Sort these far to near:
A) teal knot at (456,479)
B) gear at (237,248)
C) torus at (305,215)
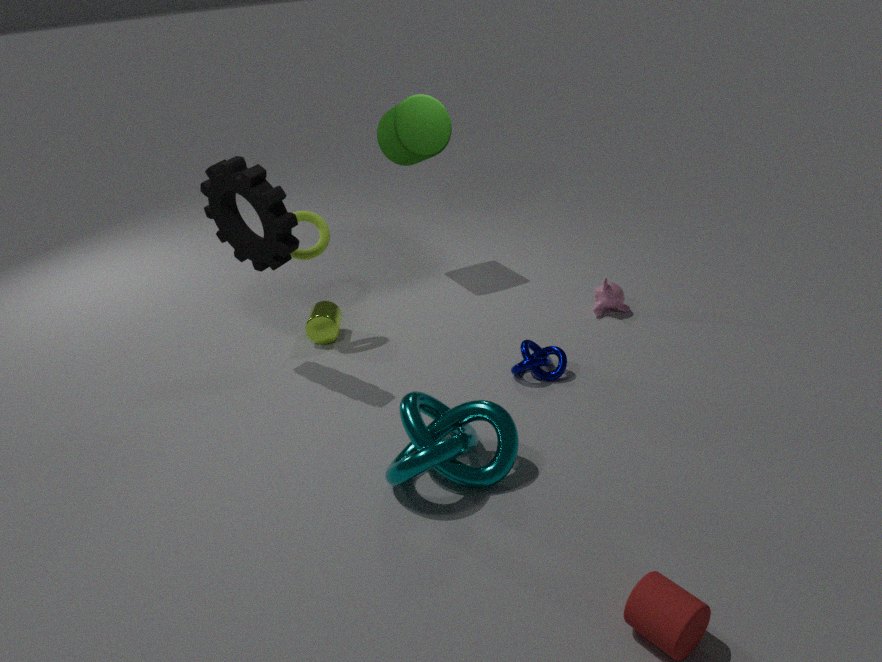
torus at (305,215) → gear at (237,248) → teal knot at (456,479)
